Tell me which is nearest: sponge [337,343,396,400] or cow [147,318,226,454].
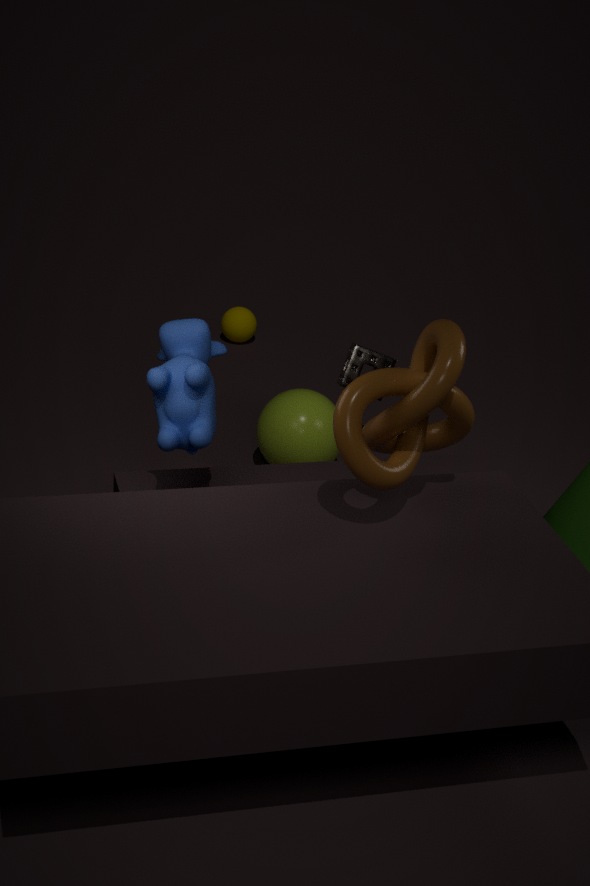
cow [147,318,226,454]
